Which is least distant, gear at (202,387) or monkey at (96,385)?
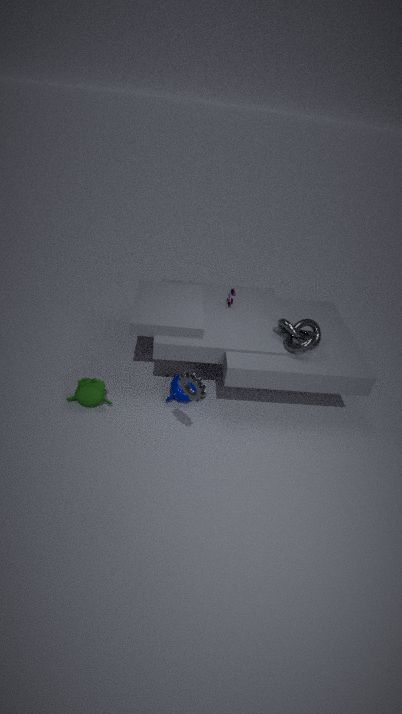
gear at (202,387)
